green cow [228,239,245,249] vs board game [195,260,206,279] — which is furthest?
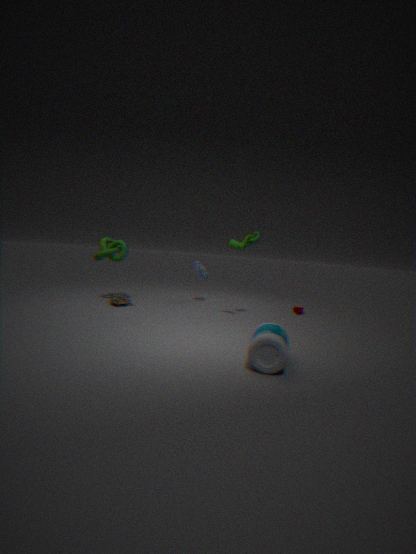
board game [195,260,206,279]
